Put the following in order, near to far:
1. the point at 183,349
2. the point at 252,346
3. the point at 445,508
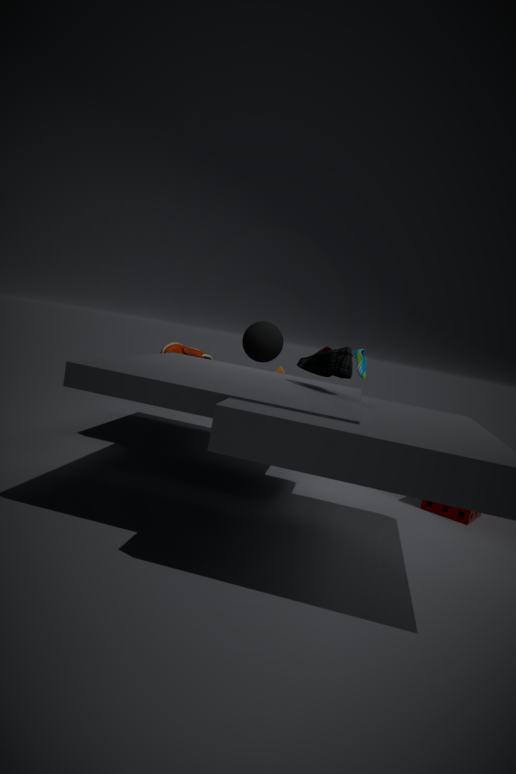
the point at 445,508 < the point at 252,346 < the point at 183,349
